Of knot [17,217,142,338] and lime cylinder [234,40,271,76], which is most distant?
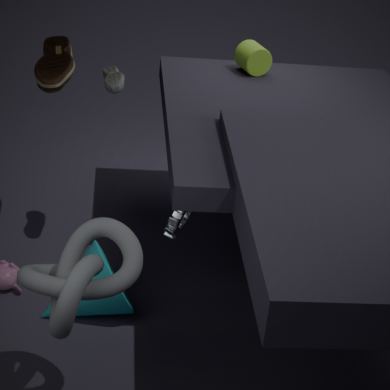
lime cylinder [234,40,271,76]
